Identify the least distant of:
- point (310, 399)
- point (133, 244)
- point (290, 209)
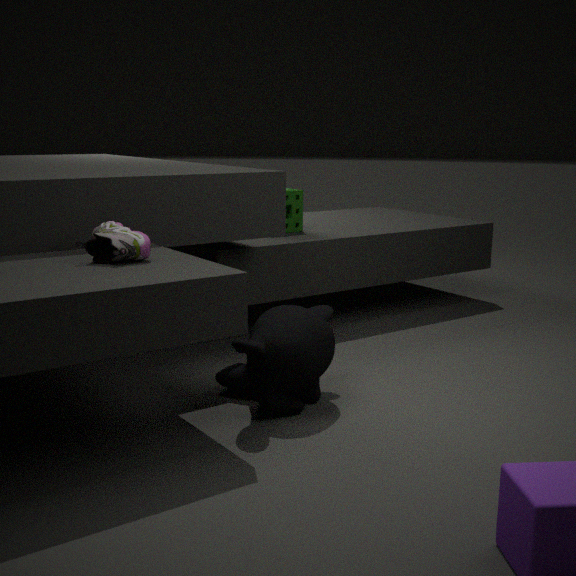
point (133, 244)
